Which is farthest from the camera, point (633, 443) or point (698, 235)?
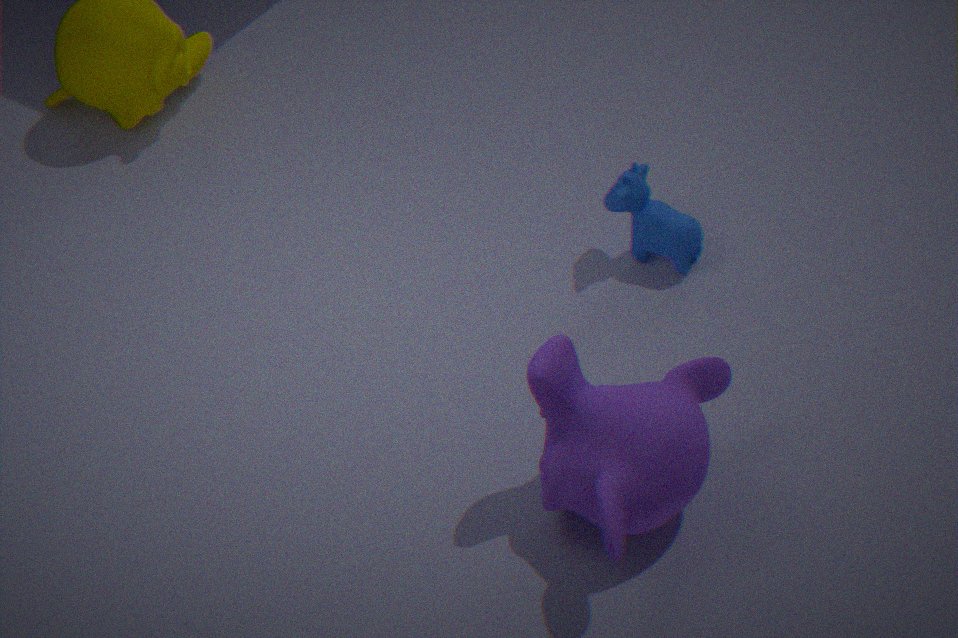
point (698, 235)
